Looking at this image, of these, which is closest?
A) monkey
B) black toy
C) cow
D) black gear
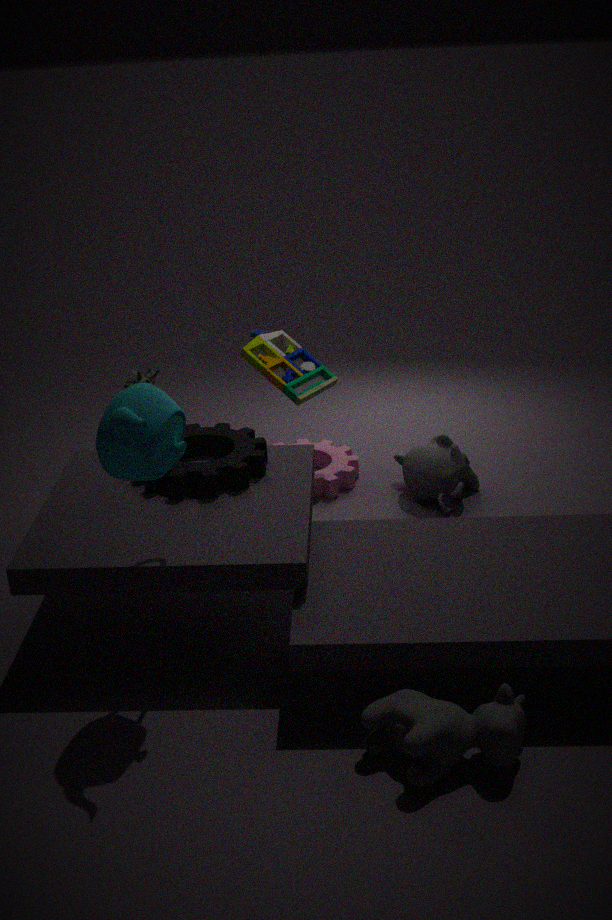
cow
